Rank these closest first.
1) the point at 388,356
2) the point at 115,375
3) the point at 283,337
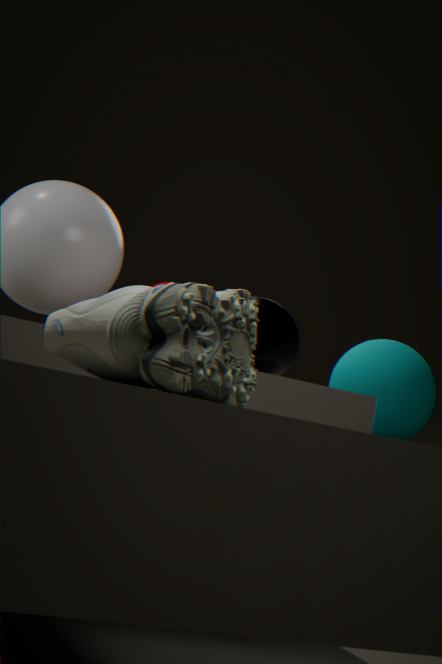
2. the point at 115,375
3. the point at 283,337
1. the point at 388,356
